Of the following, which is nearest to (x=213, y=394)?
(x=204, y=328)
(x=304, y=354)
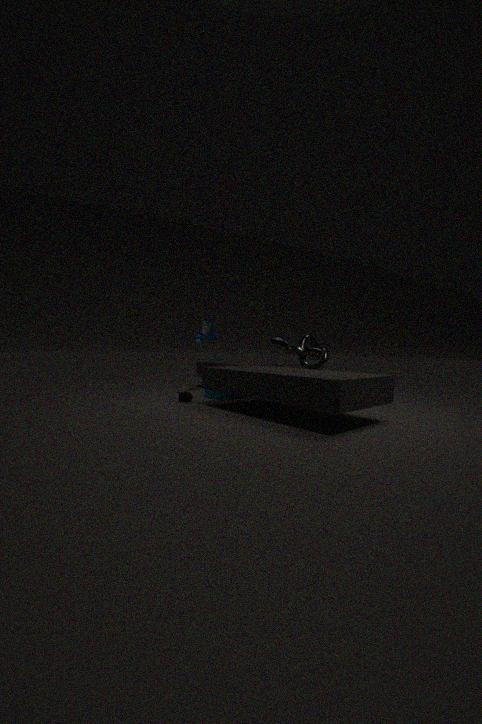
(x=204, y=328)
